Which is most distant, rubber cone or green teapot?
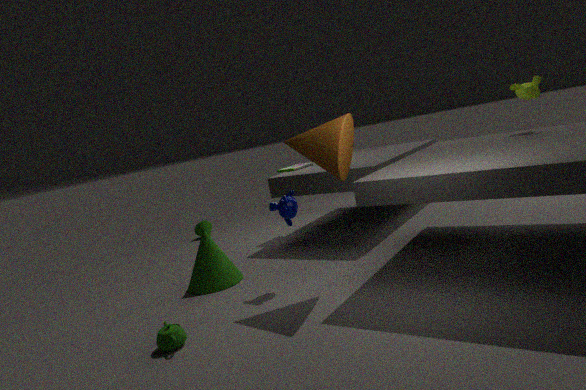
rubber cone
